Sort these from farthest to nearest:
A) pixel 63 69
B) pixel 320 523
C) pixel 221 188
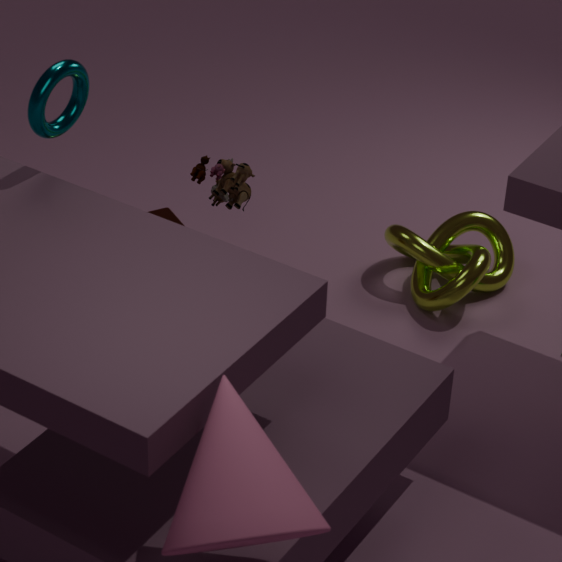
1. pixel 221 188
2. pixel 63 69
3. pixel 320 523
